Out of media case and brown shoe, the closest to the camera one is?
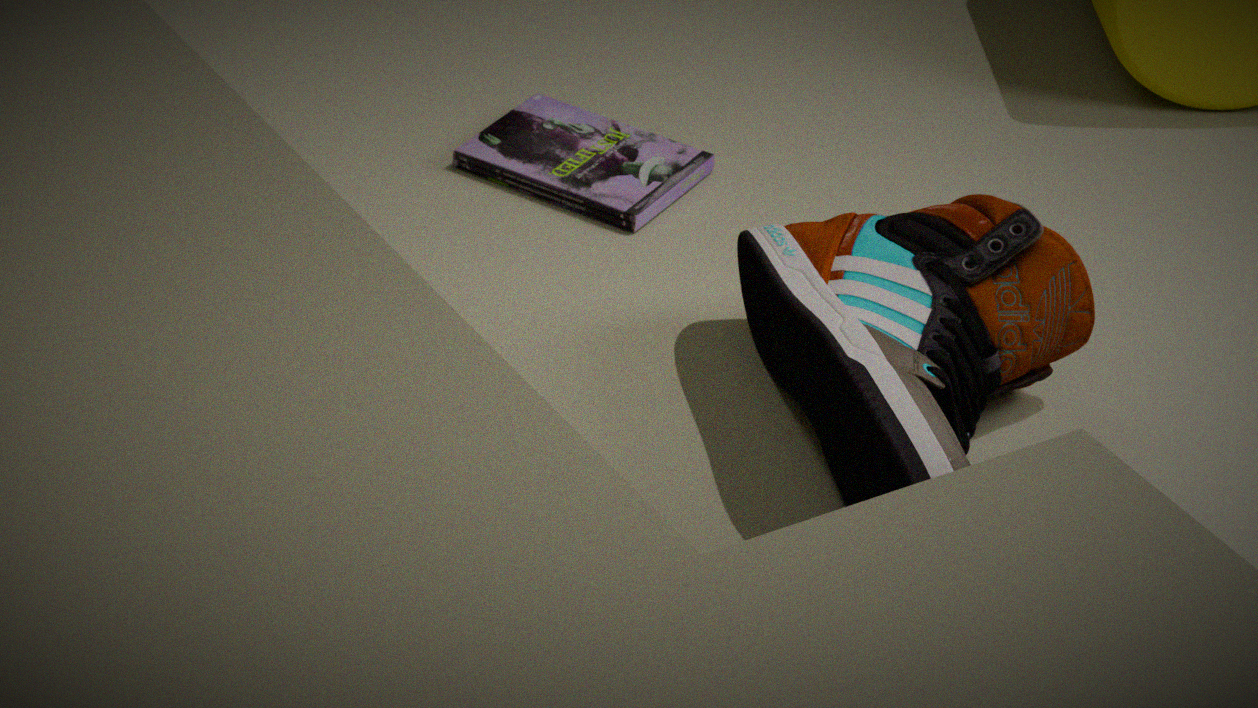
brown shoe
